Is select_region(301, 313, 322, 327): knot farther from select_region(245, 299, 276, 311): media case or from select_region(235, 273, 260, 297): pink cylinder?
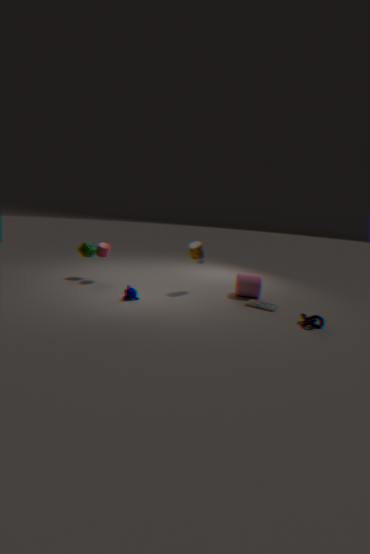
select_region(235, 273, 260, 297): pink cylinder
